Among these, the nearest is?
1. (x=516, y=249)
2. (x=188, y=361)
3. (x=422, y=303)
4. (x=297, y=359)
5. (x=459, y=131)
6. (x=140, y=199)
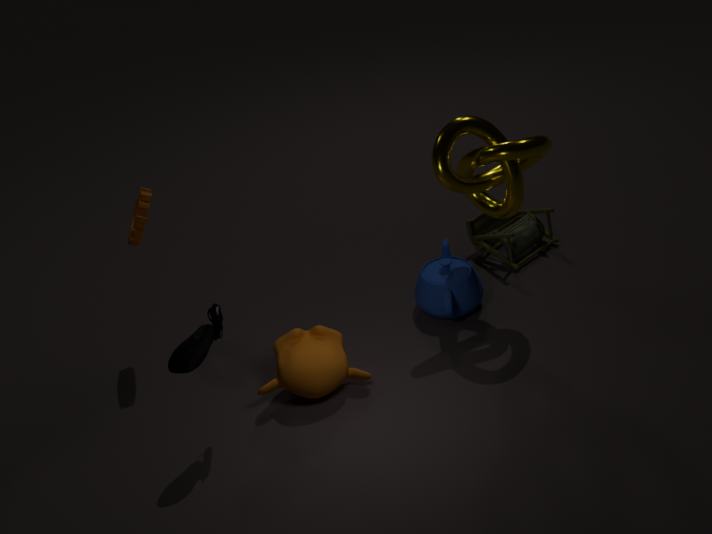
(x=188, y=361)
